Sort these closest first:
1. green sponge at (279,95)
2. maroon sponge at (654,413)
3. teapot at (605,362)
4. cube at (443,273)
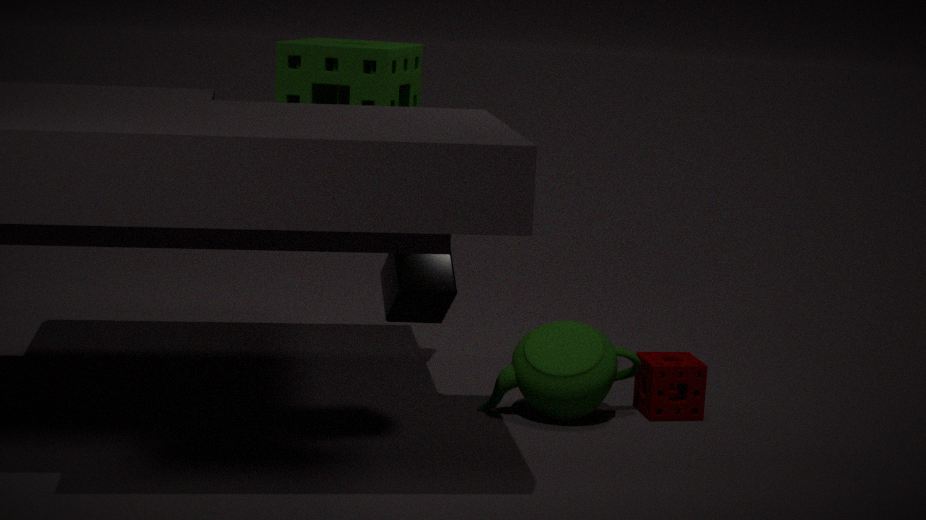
1. cube at (443,273)
2. green sponge at (279,95)
3. teapot at (605,362)
4. maroon sponge at (654,413)
